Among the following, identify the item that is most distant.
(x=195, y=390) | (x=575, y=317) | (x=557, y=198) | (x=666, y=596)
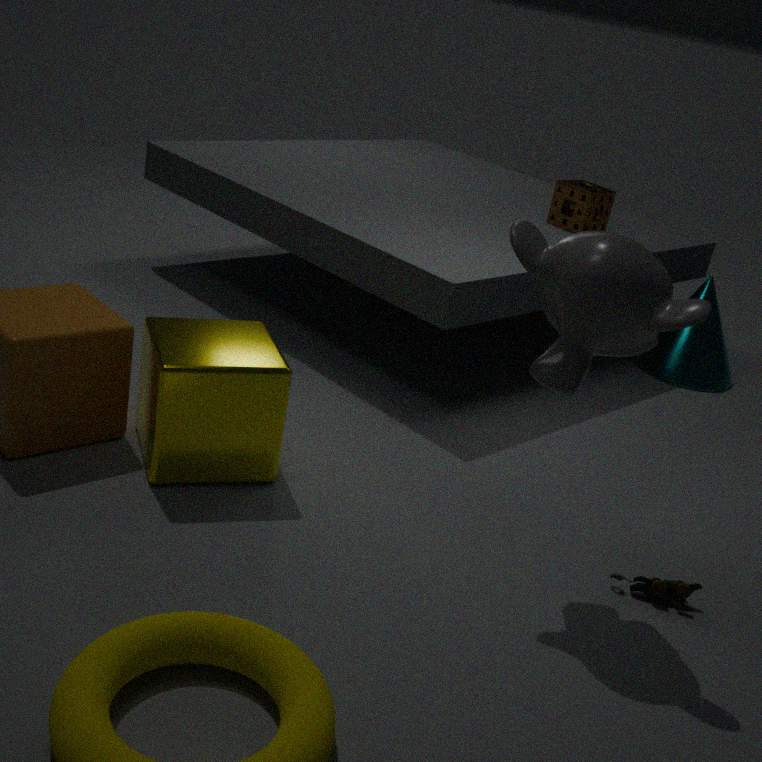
(x=557, y=198)
